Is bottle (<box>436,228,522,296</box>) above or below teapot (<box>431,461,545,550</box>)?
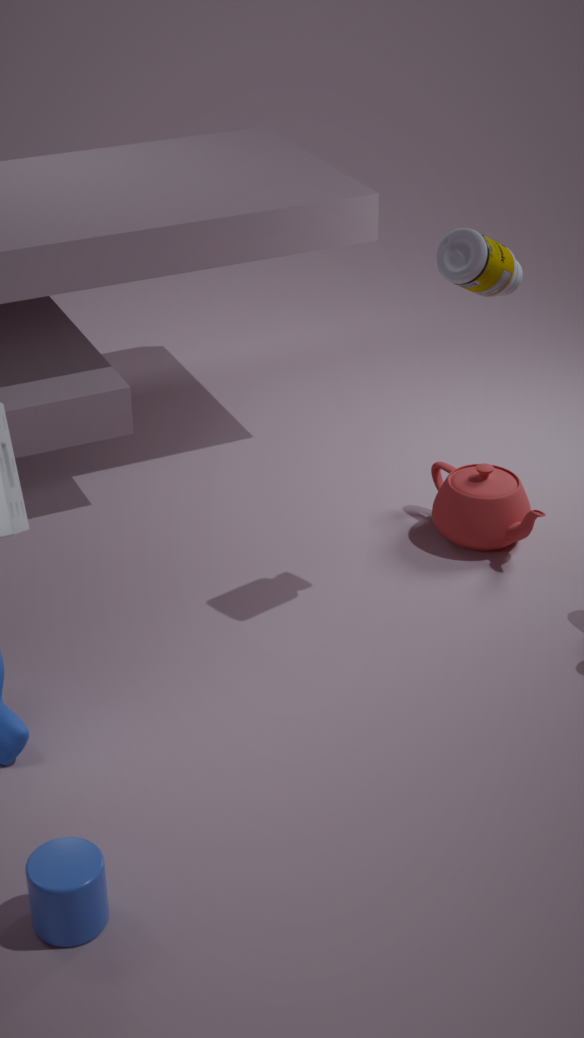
above
